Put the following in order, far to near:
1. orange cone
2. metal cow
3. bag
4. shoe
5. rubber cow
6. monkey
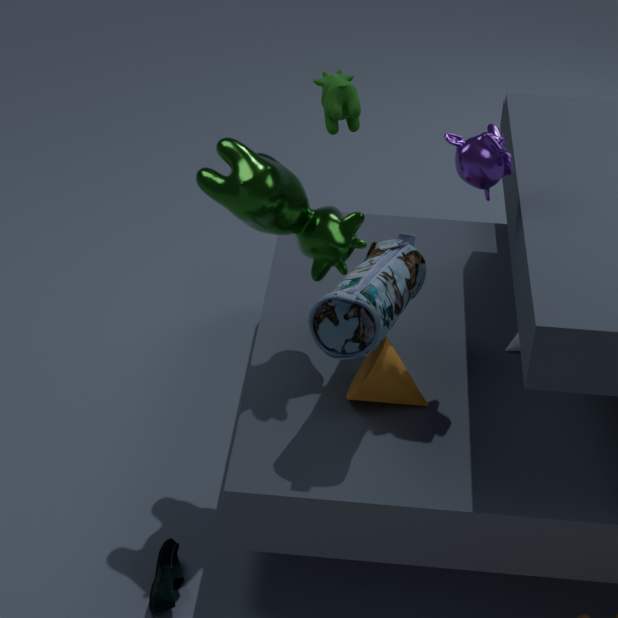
orange cone, rubber cow, monkey, metal cow, shoe, bag
